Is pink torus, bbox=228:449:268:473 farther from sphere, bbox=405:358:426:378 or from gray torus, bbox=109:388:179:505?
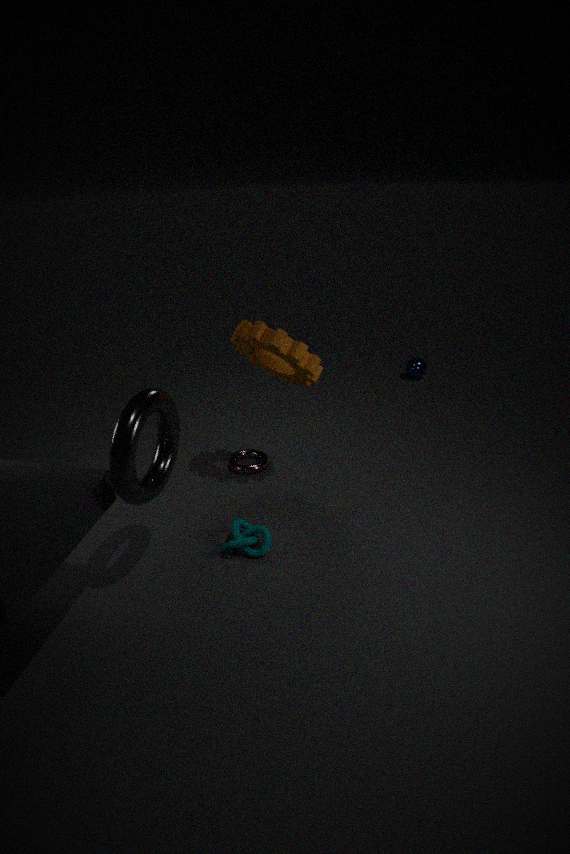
sphere, bbox=405:358:426:378
